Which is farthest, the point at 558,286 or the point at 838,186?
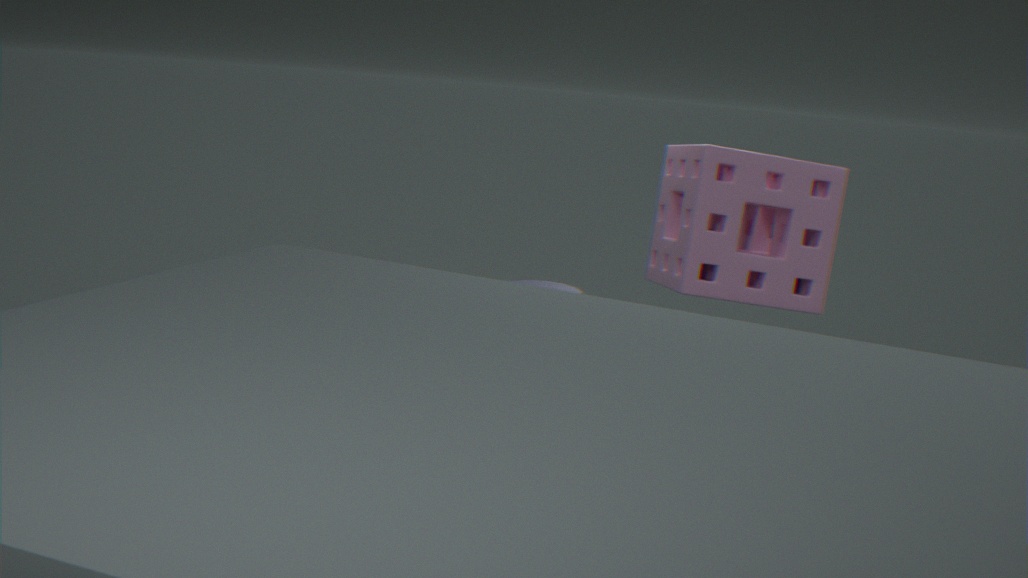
the point at 558,286
